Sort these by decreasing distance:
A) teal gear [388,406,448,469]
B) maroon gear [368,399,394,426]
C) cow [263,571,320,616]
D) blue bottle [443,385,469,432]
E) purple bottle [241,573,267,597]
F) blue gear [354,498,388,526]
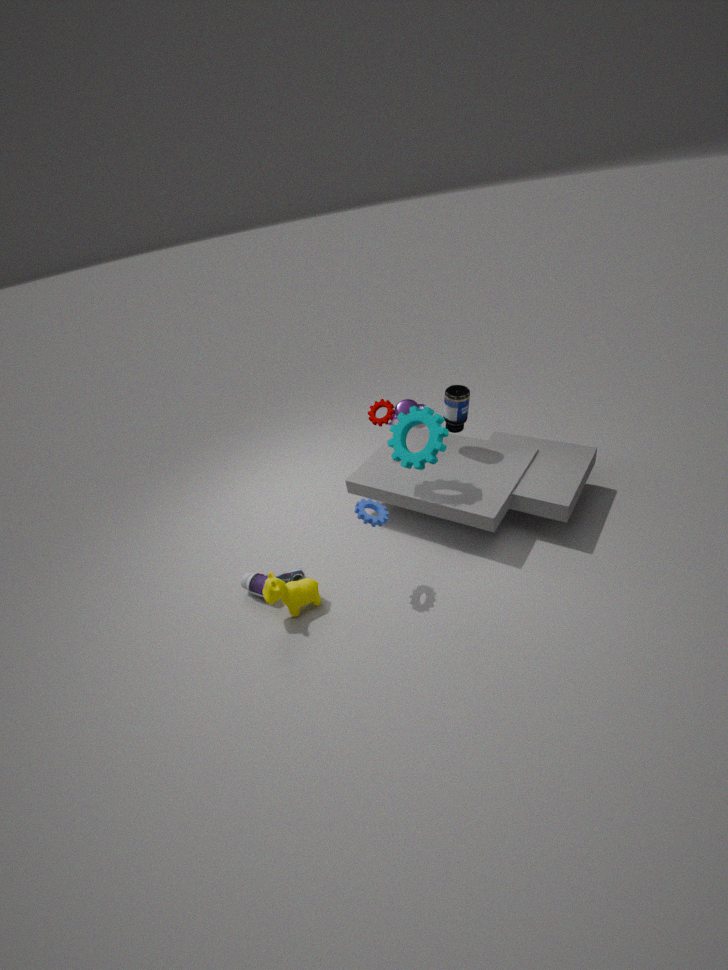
B. maroon gear [368,399,394,426] → D. blue bottle [443,385,469,432] → E. purple bottle [241,573,267,597] → A. teal gear [388,406,448,469] → C. cow [263,571,320,616] → F. blue gear [354,498,388,526]
